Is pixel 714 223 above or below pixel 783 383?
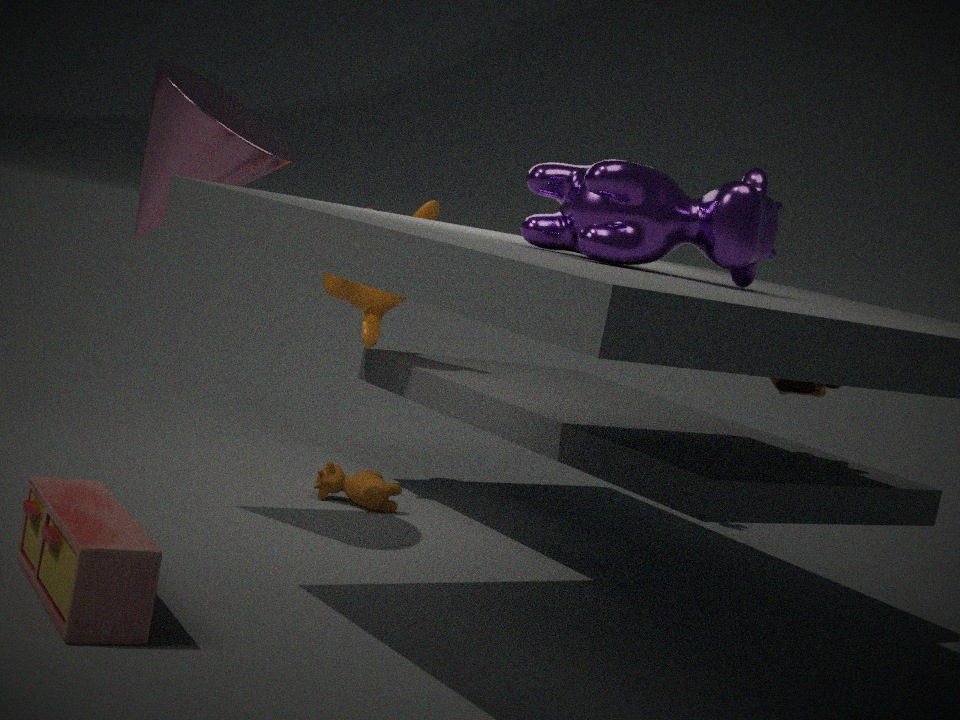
above
